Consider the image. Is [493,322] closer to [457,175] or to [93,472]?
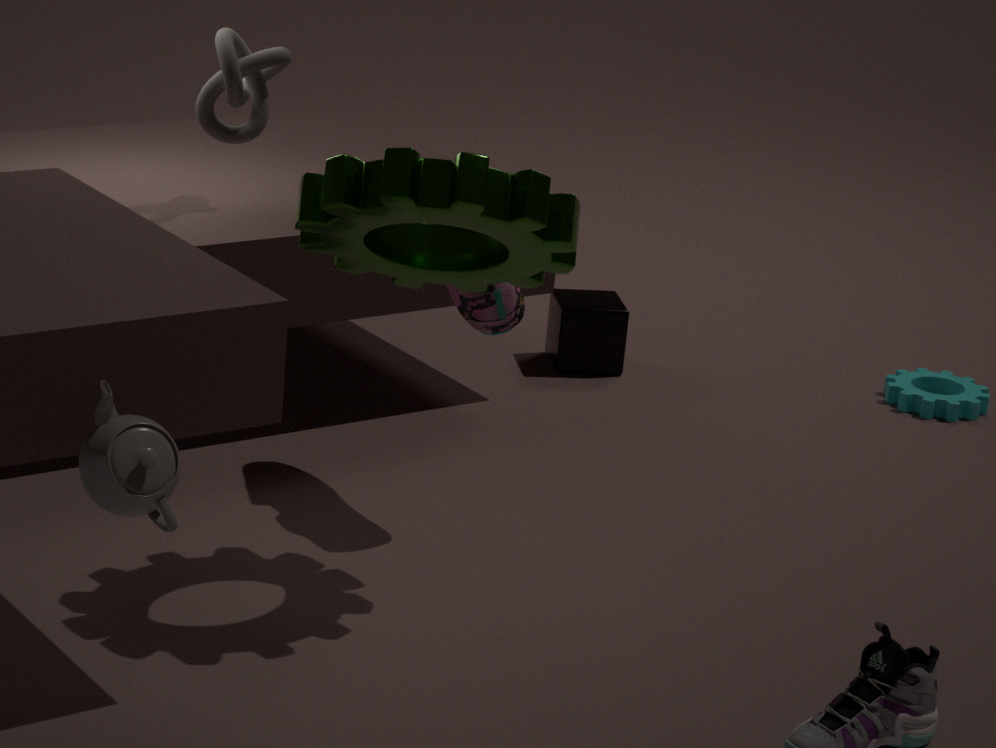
[457,175]
